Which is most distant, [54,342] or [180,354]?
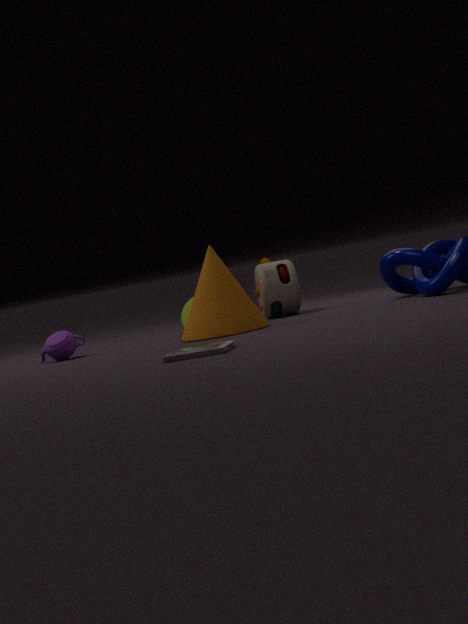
[54,342]
